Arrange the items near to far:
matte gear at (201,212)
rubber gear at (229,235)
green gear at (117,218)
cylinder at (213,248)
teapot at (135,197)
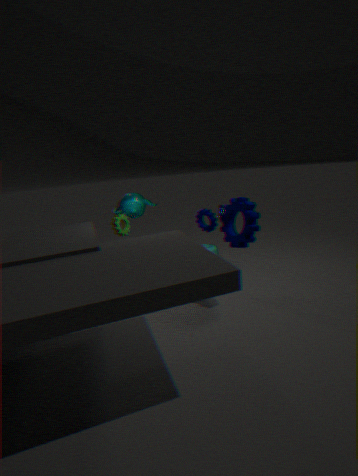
rubber gear at (229,235) < matte gear at (201,212) < green gear at (117,218) < teapot at (135,197) < cylinder at (213,248)
